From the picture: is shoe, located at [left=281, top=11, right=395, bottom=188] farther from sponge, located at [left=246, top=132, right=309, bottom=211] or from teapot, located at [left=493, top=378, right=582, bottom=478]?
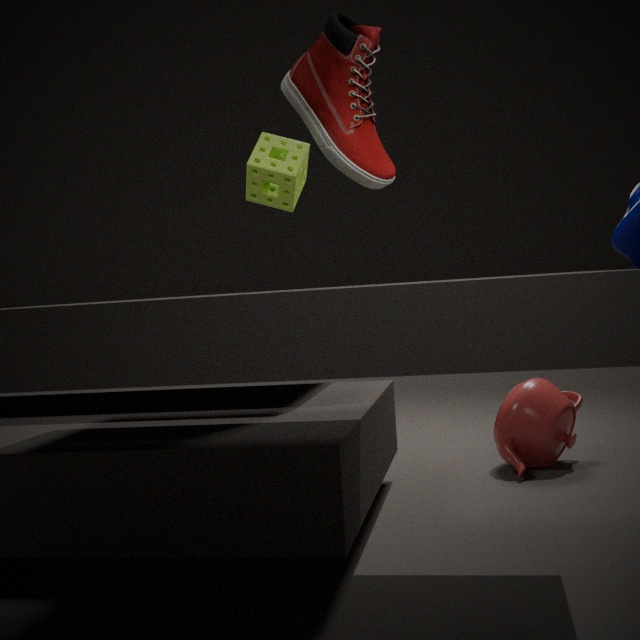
teapot, located at [left=493, top=378, right=582, bottom=478]
